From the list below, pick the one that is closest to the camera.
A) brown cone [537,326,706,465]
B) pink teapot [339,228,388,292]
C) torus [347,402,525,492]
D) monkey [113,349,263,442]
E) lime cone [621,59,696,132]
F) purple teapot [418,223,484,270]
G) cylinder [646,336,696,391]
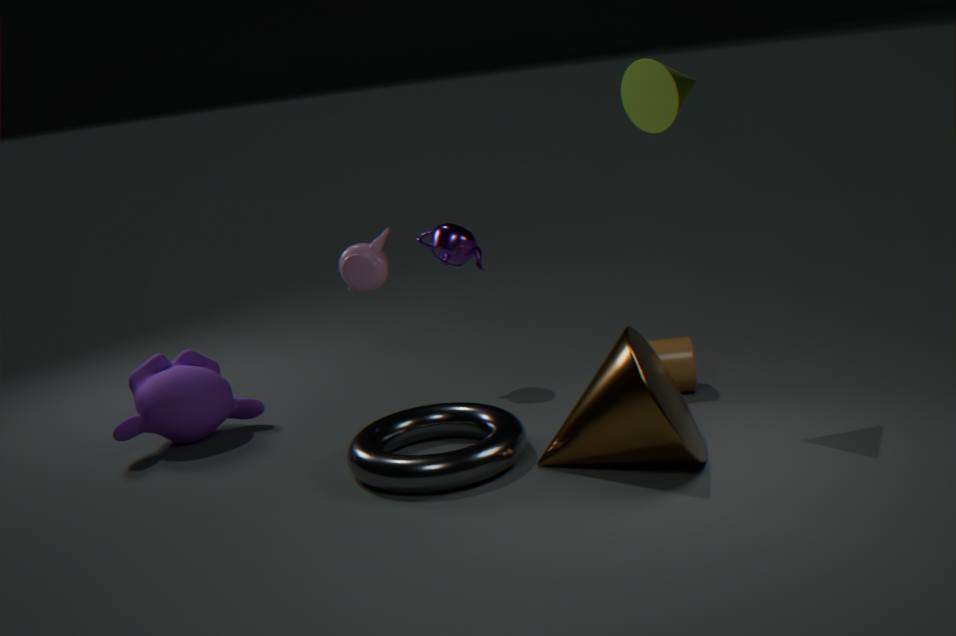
brown cone [537,326,706,465]
